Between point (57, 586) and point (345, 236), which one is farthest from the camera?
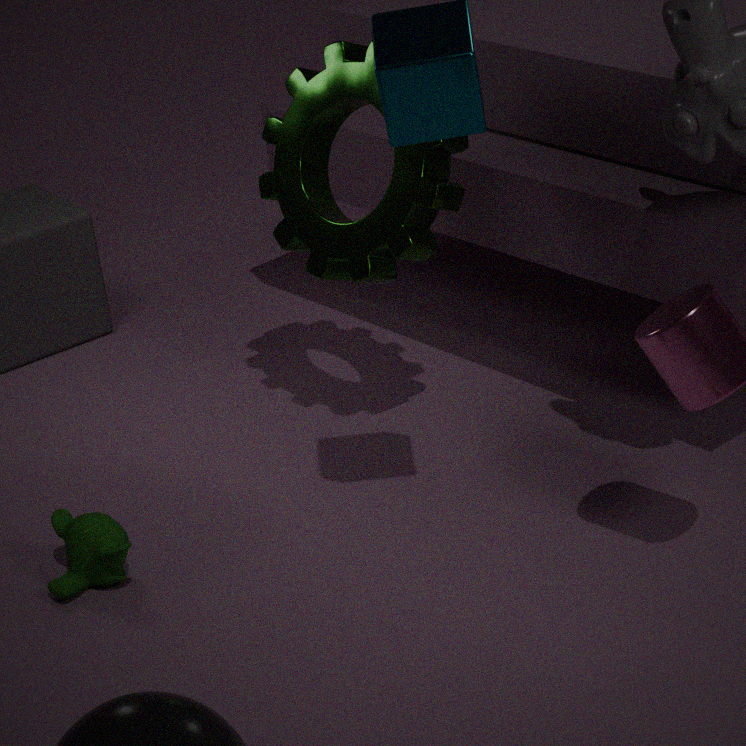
point (345, 236)
